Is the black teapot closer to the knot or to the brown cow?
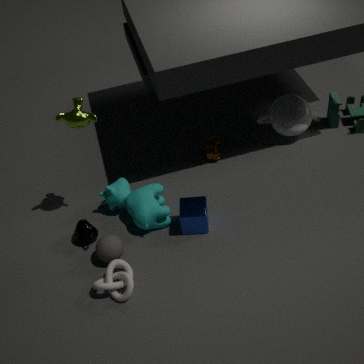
the knot
